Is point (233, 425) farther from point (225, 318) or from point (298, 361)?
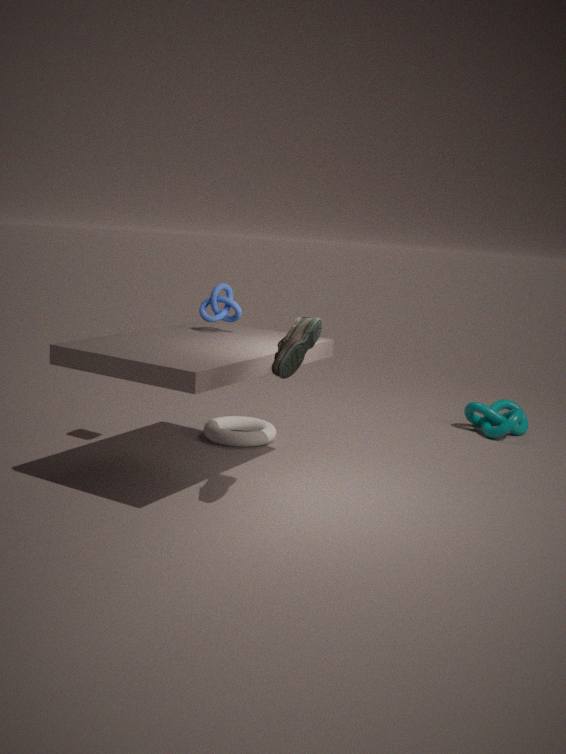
point (298, 361)
